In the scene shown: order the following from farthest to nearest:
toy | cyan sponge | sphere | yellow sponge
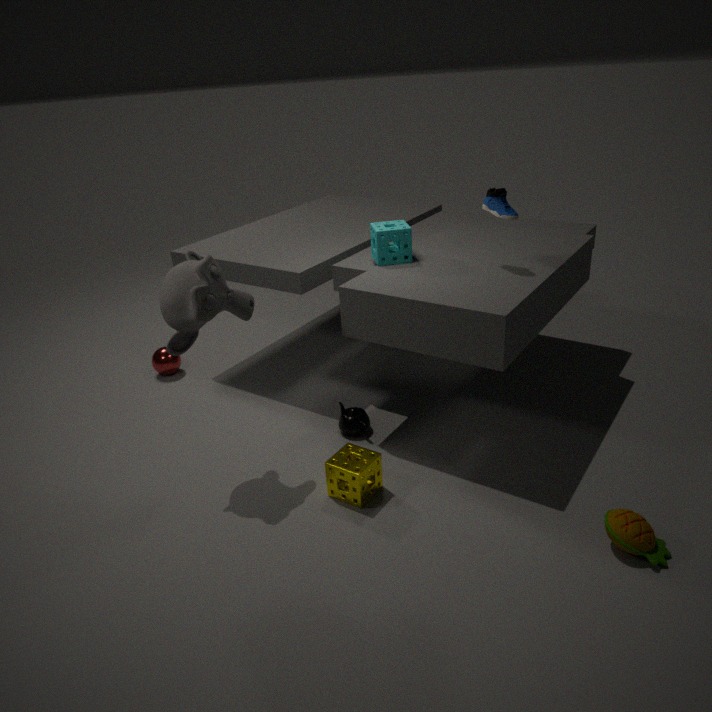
sphere < cyan sponge < yellow sponge < toy
